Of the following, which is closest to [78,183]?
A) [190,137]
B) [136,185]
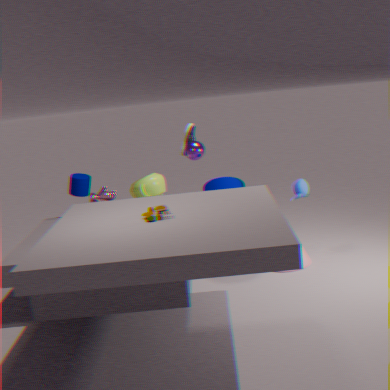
[136,185]
